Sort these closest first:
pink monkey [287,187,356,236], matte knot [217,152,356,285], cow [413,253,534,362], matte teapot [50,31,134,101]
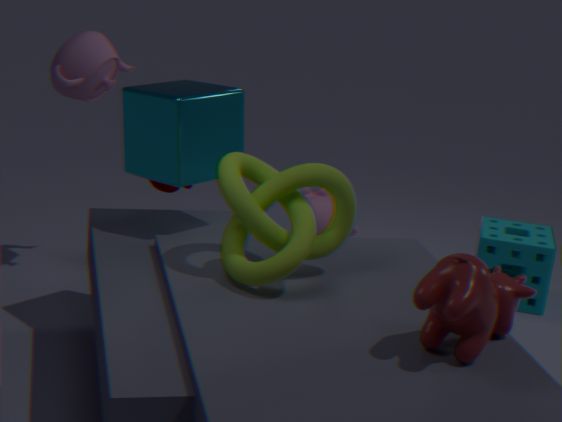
cow [413,253,534,362]
matte knot [217,152,356,285]
matte teapot [50,31,134,101]
pink monkey [287,187,356,236]
